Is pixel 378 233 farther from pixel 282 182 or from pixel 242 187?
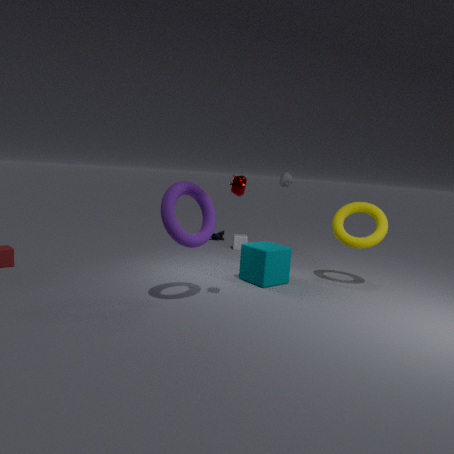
pixel 242 187
